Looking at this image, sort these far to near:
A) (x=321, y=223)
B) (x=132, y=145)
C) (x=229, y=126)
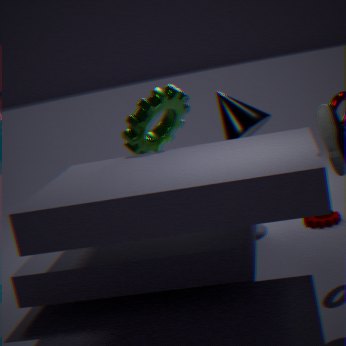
(x=229, y=126), (x=321, y=223), (x=132, y=145)
